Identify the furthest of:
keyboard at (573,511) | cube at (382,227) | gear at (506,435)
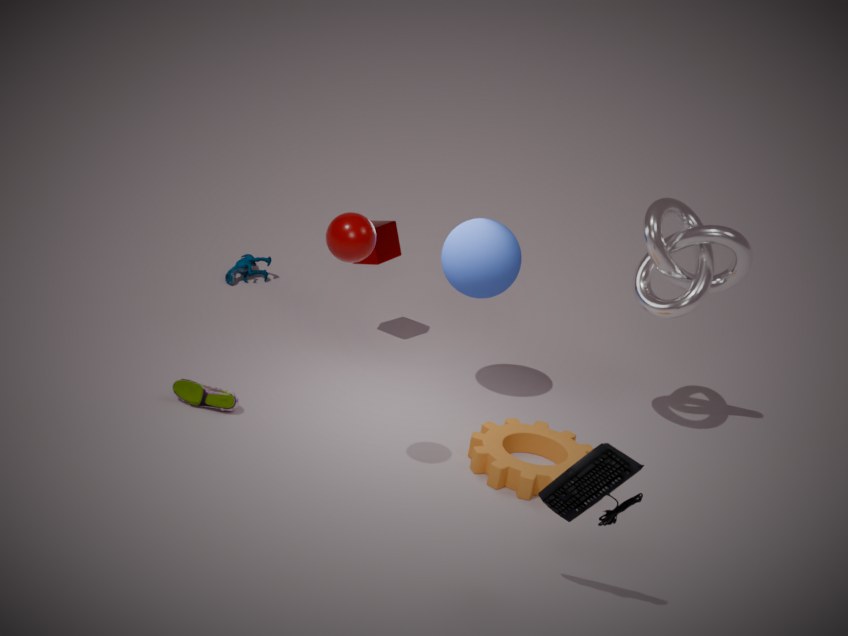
cube at (382,227)
